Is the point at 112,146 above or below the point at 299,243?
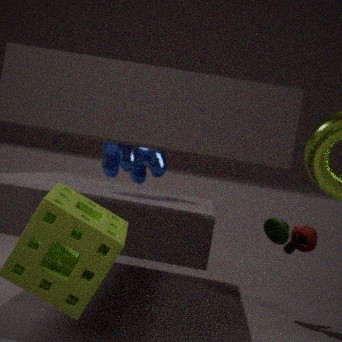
above
